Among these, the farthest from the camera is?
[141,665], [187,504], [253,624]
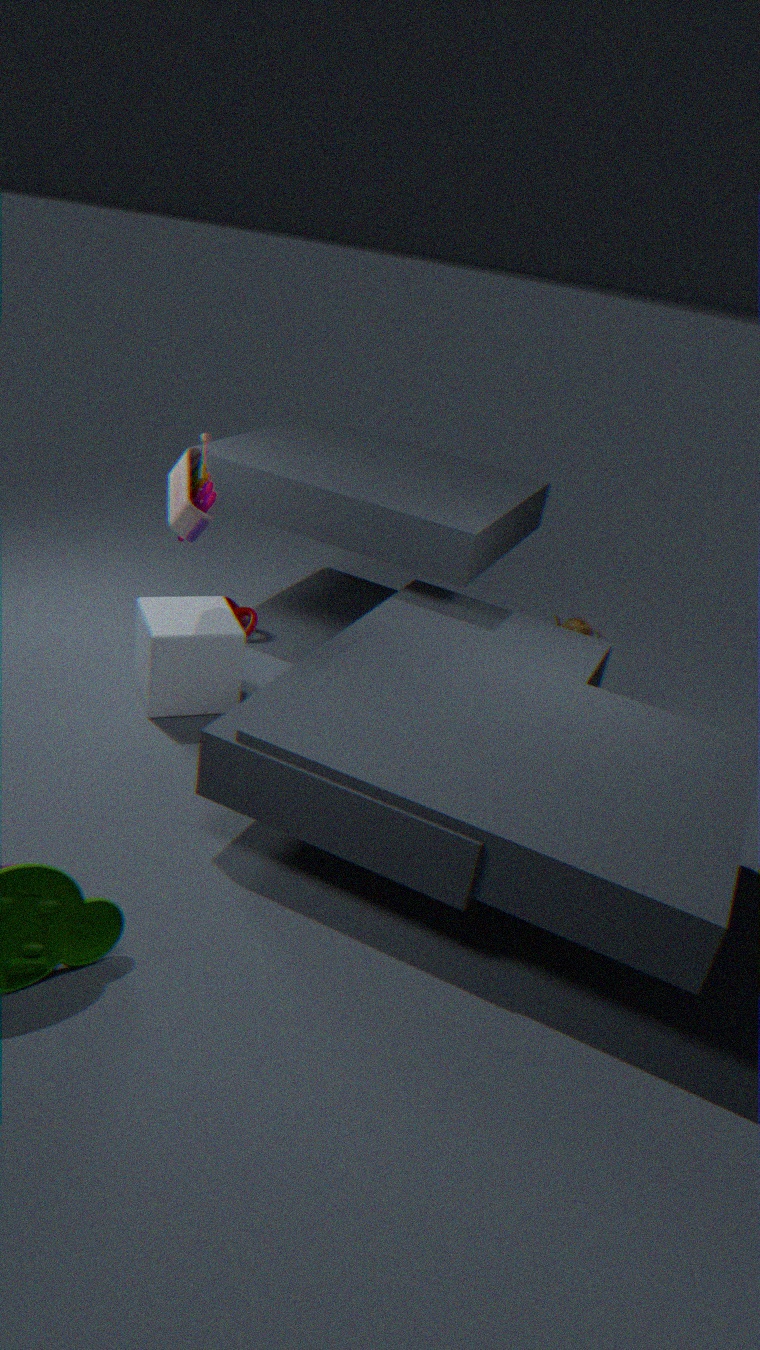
[253,624]
